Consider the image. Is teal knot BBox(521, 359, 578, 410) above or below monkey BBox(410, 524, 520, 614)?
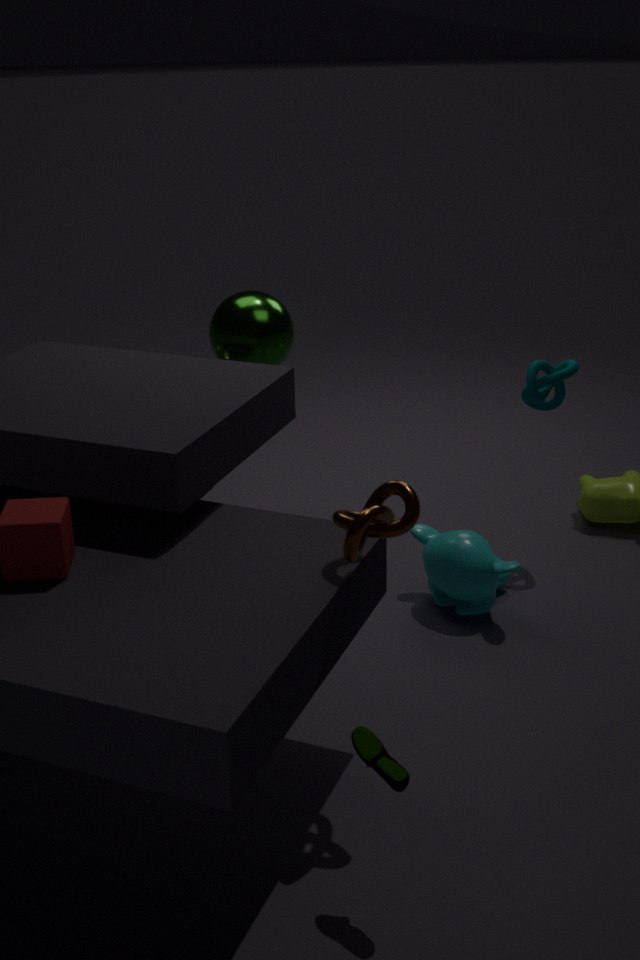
above
